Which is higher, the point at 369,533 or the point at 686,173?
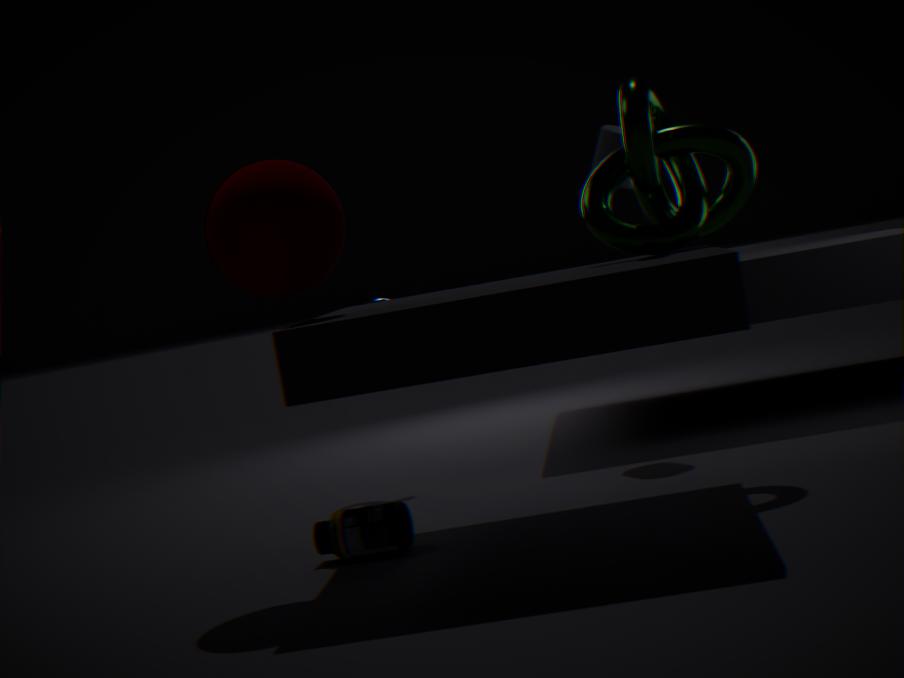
the point at 686,173
